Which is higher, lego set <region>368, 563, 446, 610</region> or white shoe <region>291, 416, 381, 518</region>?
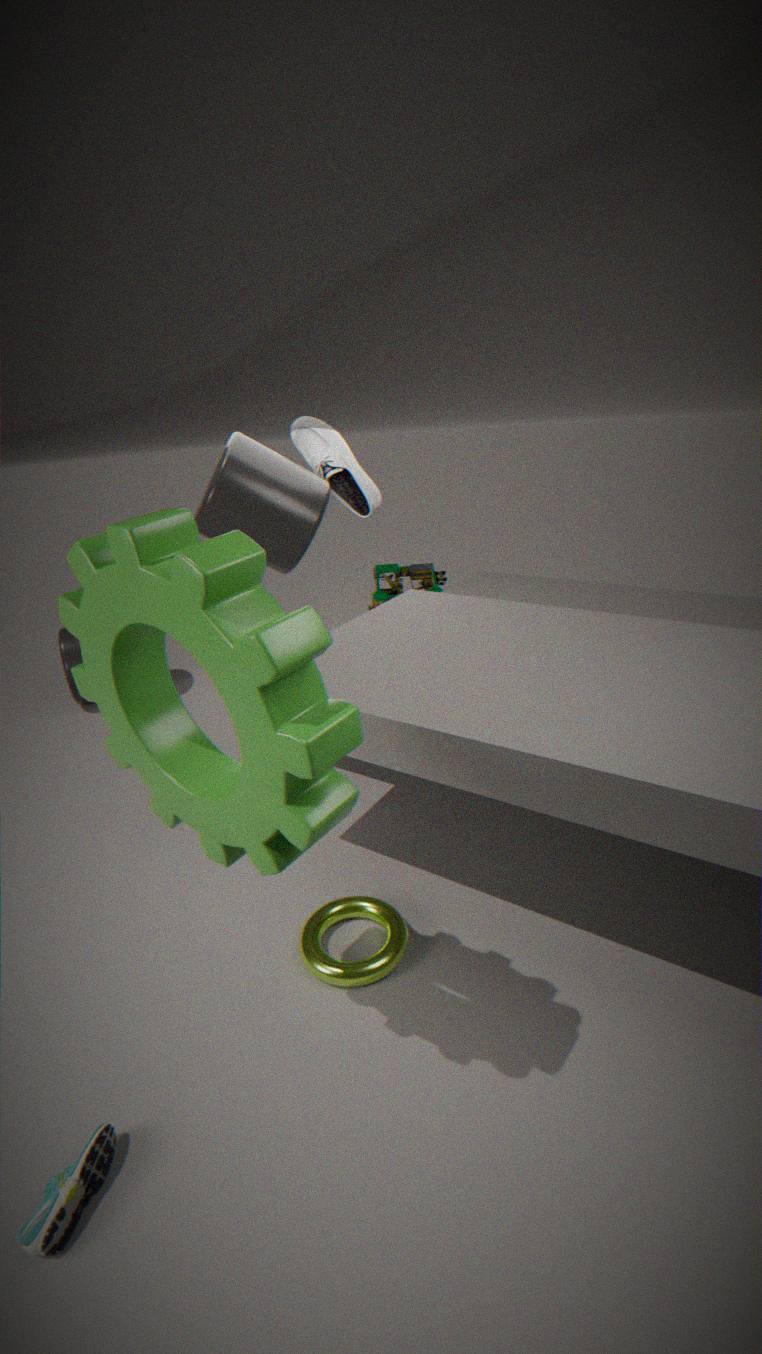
white shoe <region>291, 416, 381, 518</region>
